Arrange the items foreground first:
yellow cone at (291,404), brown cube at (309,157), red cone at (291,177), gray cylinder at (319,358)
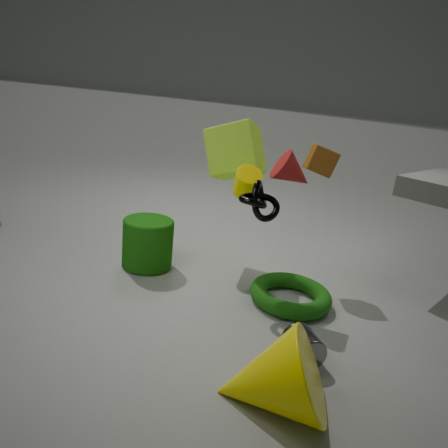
yellow cone at (291,404), gray cylinder at (319,358), red cone at (291,177), brown cube at (309,157)
